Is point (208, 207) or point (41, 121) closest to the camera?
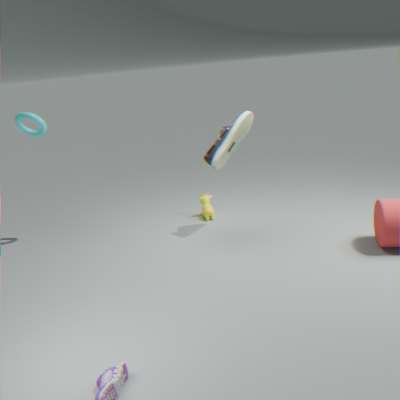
point (41, 121)
